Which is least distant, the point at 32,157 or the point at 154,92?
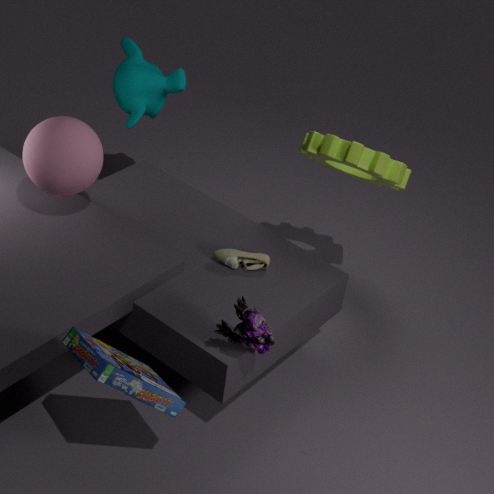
the point at 32,157
